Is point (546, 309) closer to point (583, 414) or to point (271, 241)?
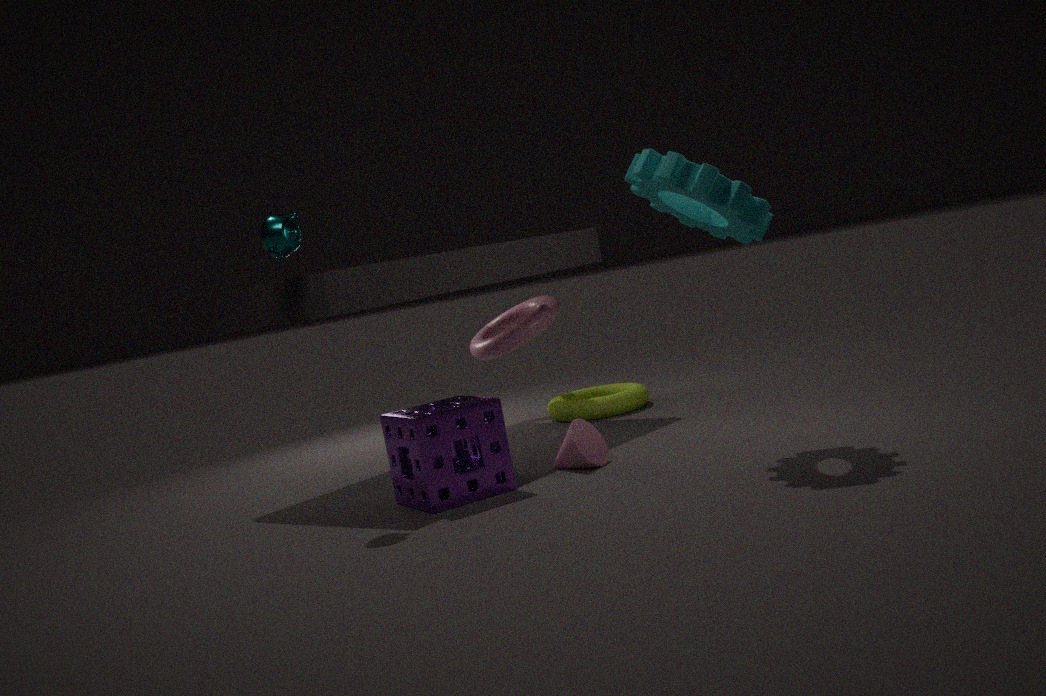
point (583, 414)
